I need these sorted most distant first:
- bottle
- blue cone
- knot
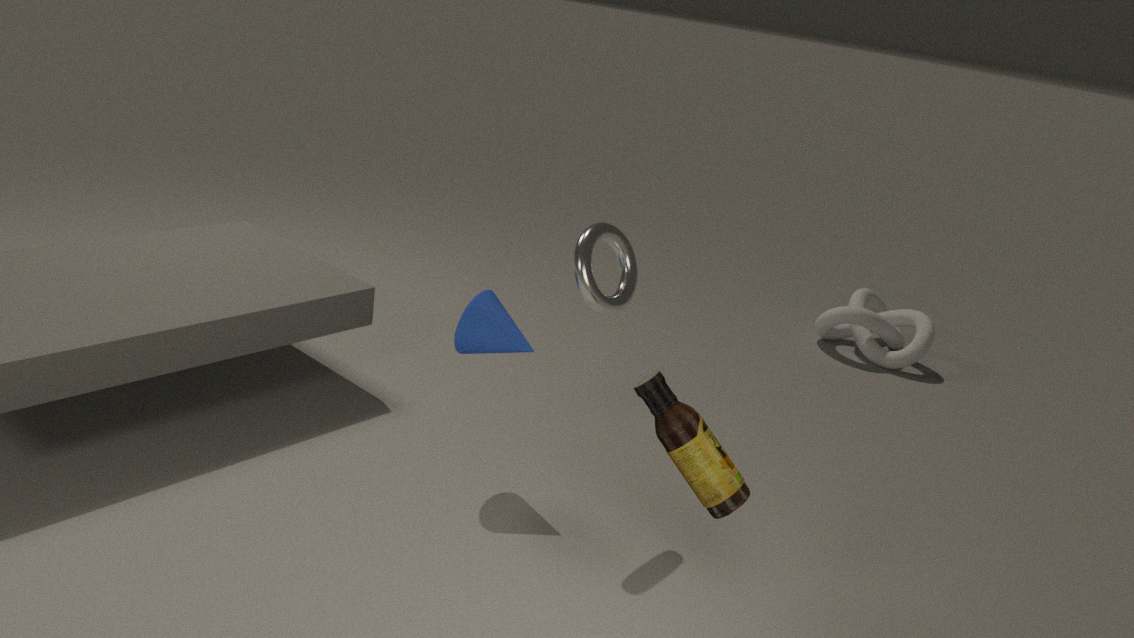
1. knot
2. blue cone
3. bottle
